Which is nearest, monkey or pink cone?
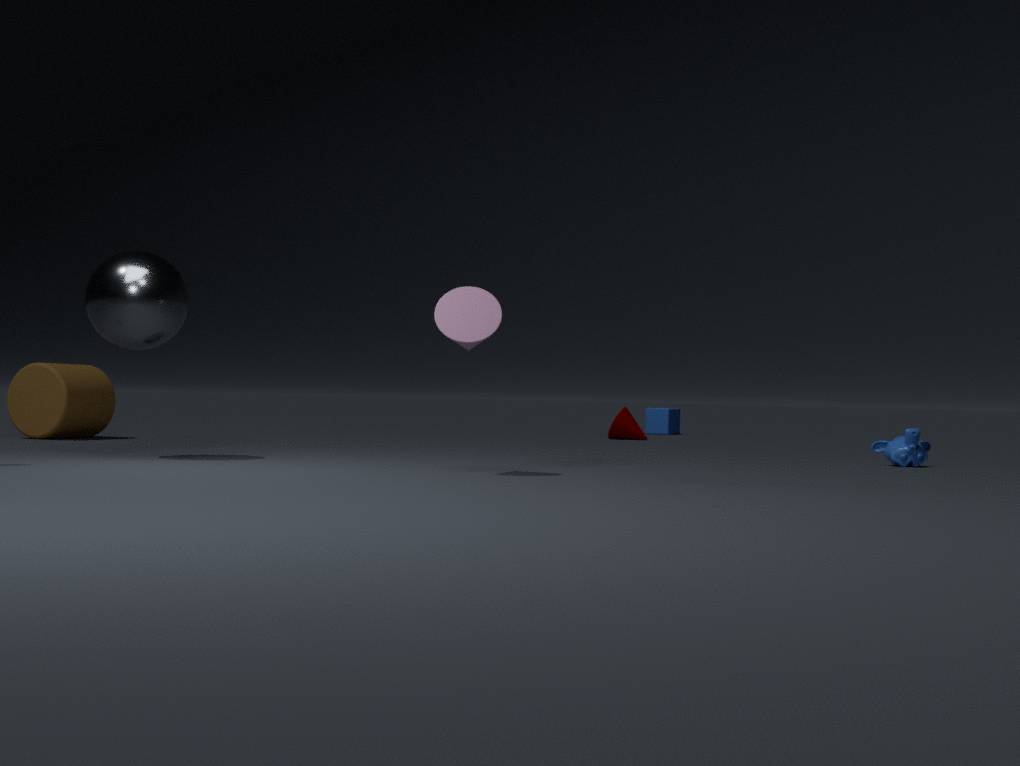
pink cone
